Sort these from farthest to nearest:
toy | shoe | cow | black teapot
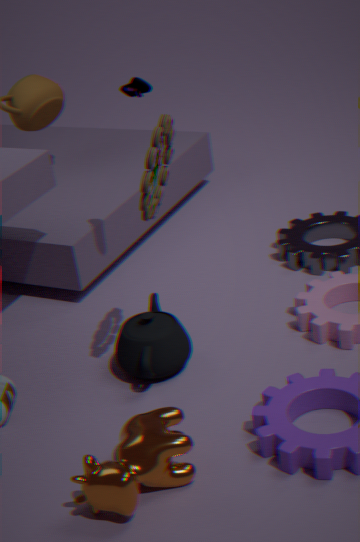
shoe → black teapot → toy → cow
